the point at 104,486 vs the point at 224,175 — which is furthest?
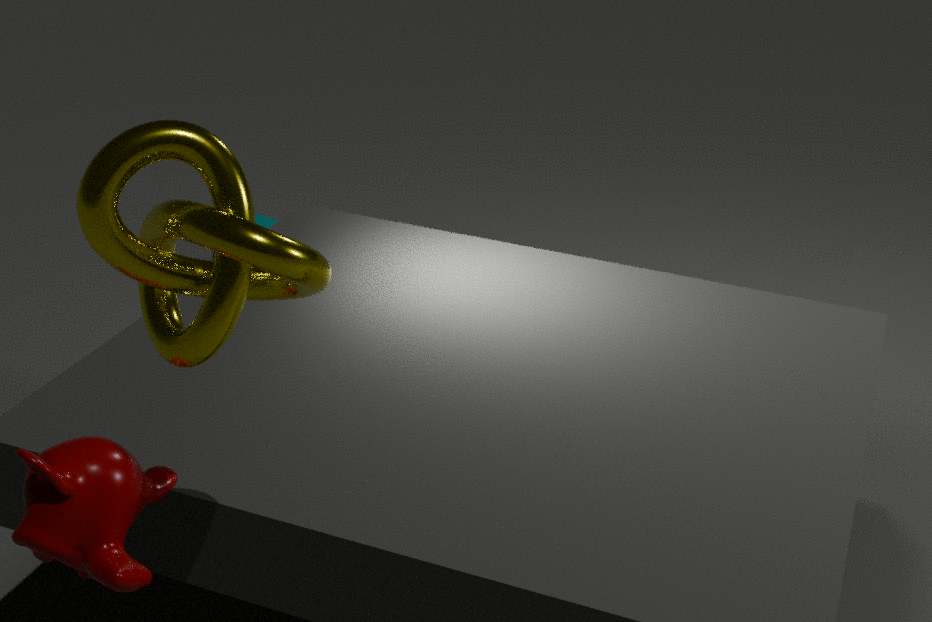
the point at 104,486
